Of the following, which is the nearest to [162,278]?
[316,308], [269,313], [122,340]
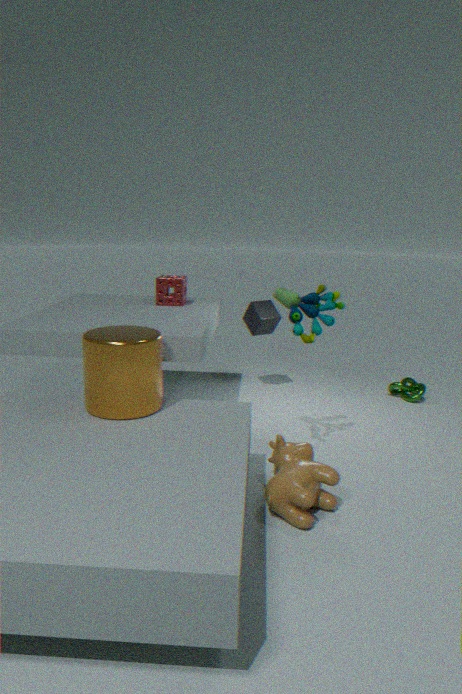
[269,313]
